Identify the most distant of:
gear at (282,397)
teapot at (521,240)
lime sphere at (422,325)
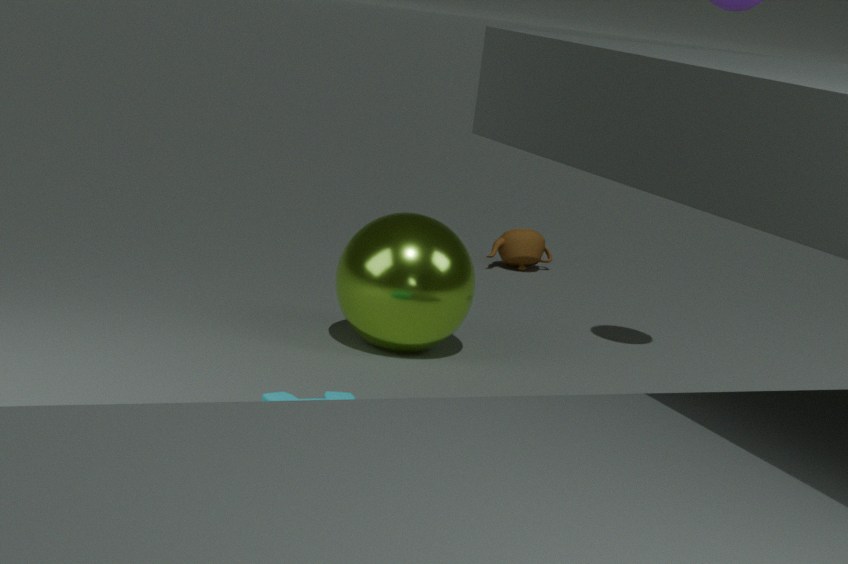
teapot at (521,240)
